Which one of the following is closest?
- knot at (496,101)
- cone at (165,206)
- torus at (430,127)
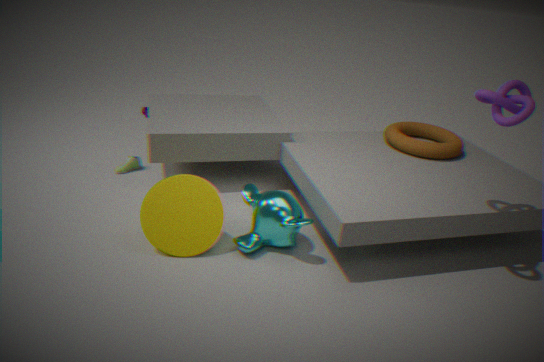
knot at (496,101)
